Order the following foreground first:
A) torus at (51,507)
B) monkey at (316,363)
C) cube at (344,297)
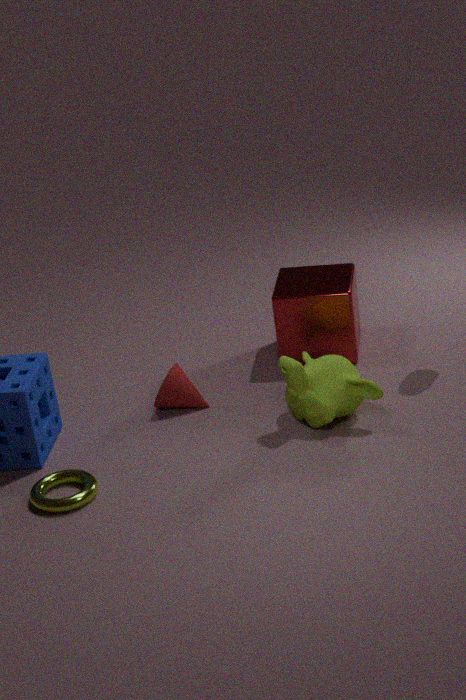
torus at (51,507)
monkey at (316,363)
cube at (344,297)
